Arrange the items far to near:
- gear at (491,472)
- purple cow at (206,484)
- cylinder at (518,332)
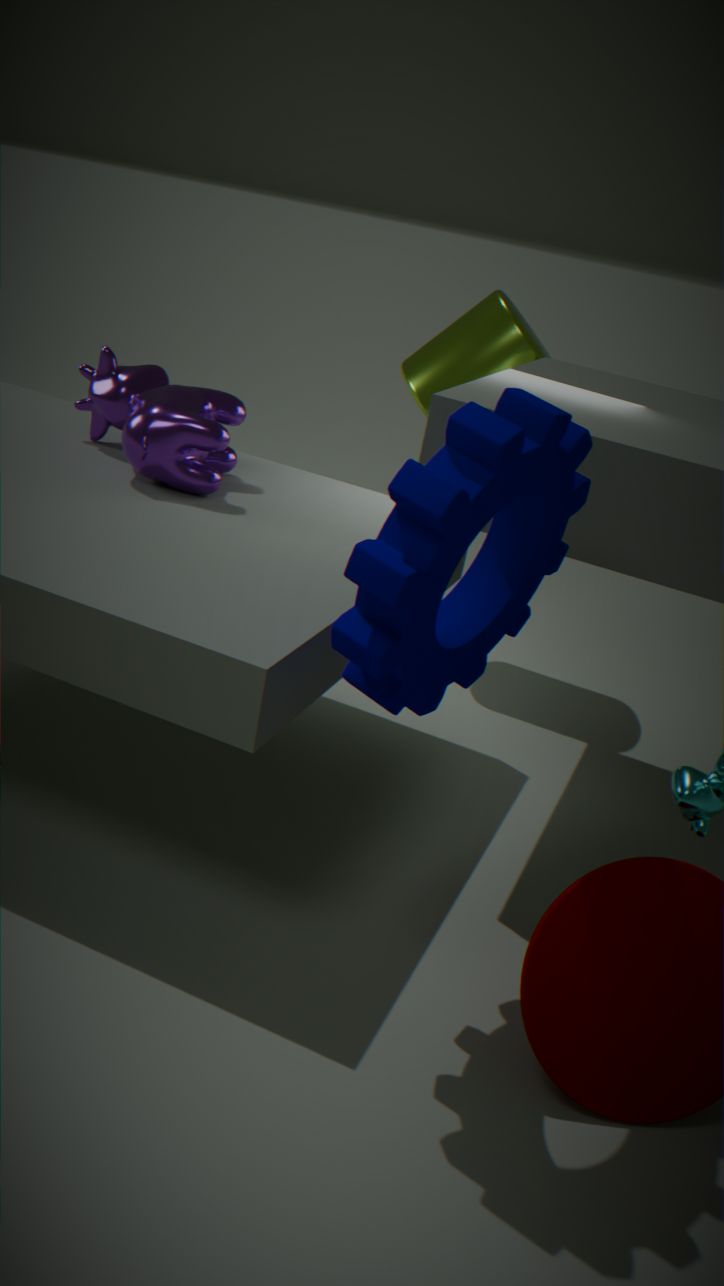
cylinder at (518,332) → purple cow at (206,484) → gear at (491,472)
